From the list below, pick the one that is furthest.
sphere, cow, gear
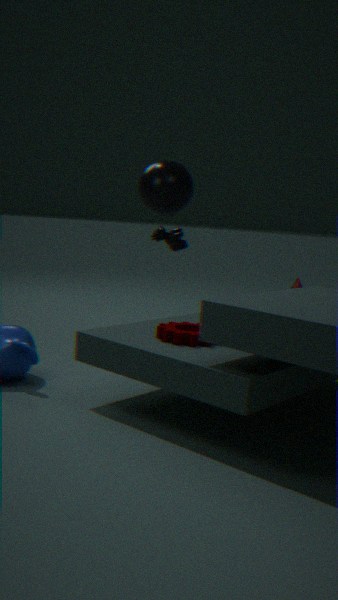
cow
